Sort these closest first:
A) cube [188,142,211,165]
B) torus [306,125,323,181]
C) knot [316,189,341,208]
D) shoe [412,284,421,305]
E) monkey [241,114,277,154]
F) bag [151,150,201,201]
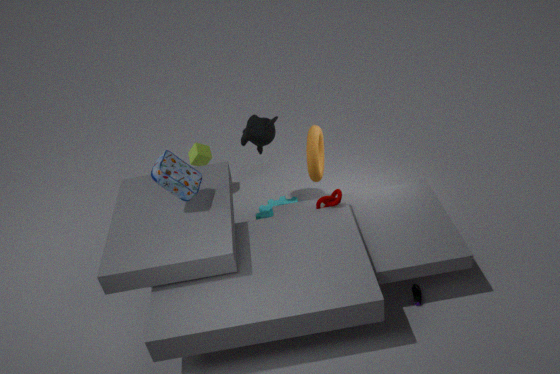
D. shoe [412,284,421,305], F. bag [151,150,201,201], C. knot [316,189,341,208], B. torus [306,125,323,181], E. monkey [241,114,277,154], A. cube [188,142,211,165]
